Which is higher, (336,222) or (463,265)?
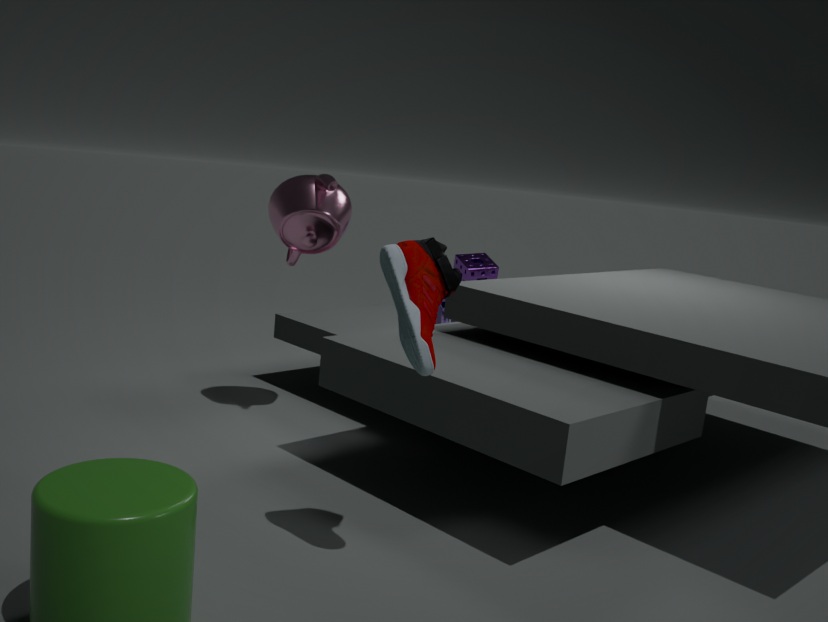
(336,222)
